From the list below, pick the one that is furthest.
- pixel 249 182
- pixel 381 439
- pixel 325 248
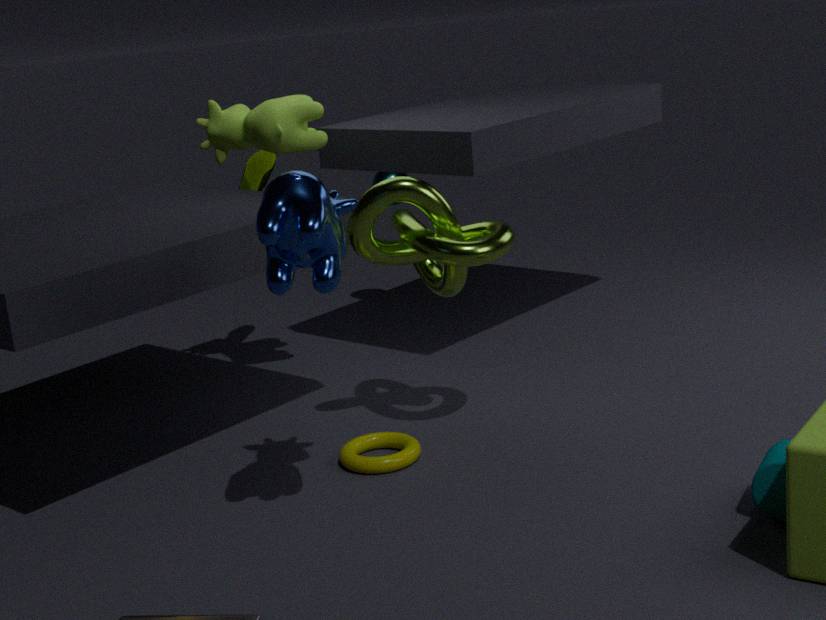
pixel 249 182
